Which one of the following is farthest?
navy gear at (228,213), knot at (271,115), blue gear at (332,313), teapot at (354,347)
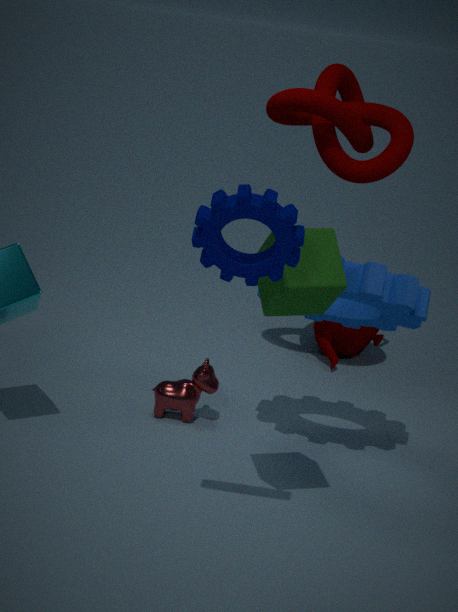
teapot at (354,347)
